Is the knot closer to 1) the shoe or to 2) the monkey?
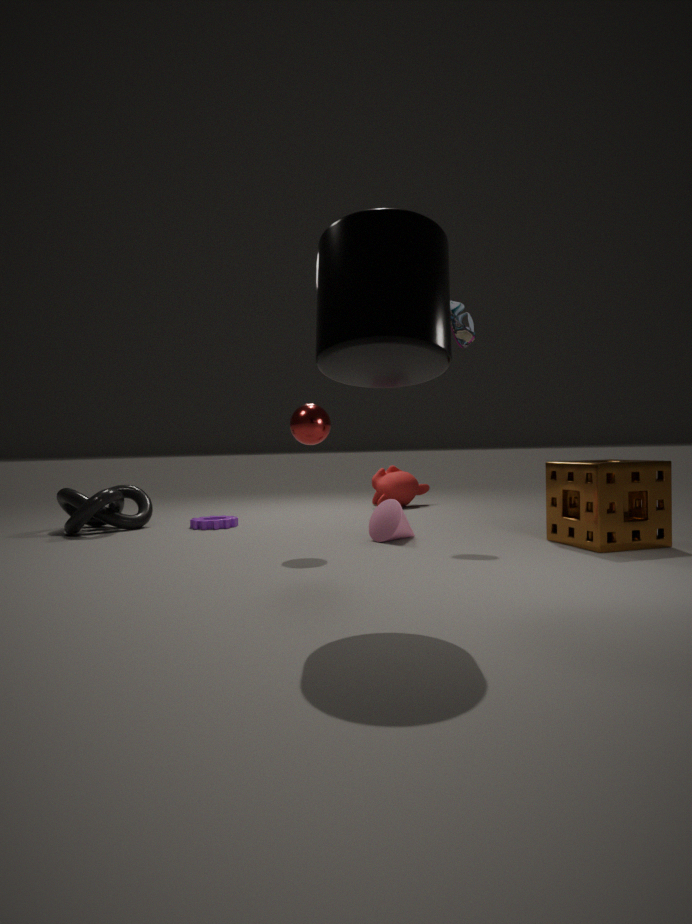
2) the monkey
